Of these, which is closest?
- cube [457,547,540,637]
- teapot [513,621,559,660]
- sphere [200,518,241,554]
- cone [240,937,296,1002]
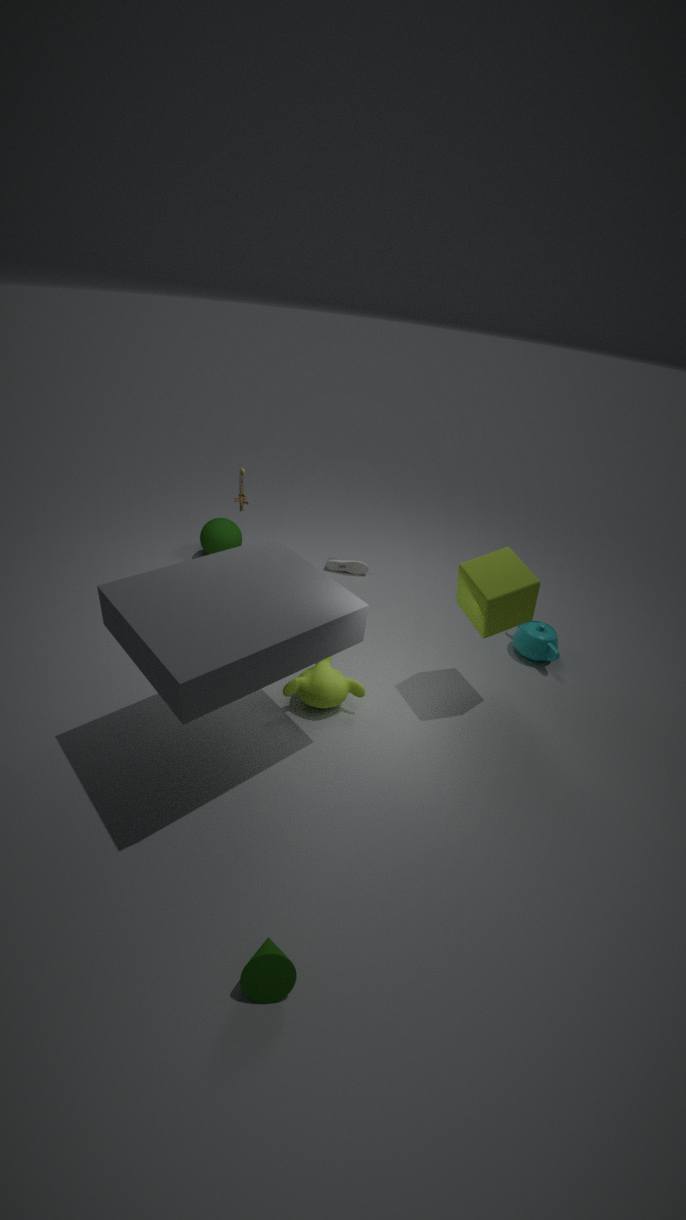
cone [240,937,296,1002]
